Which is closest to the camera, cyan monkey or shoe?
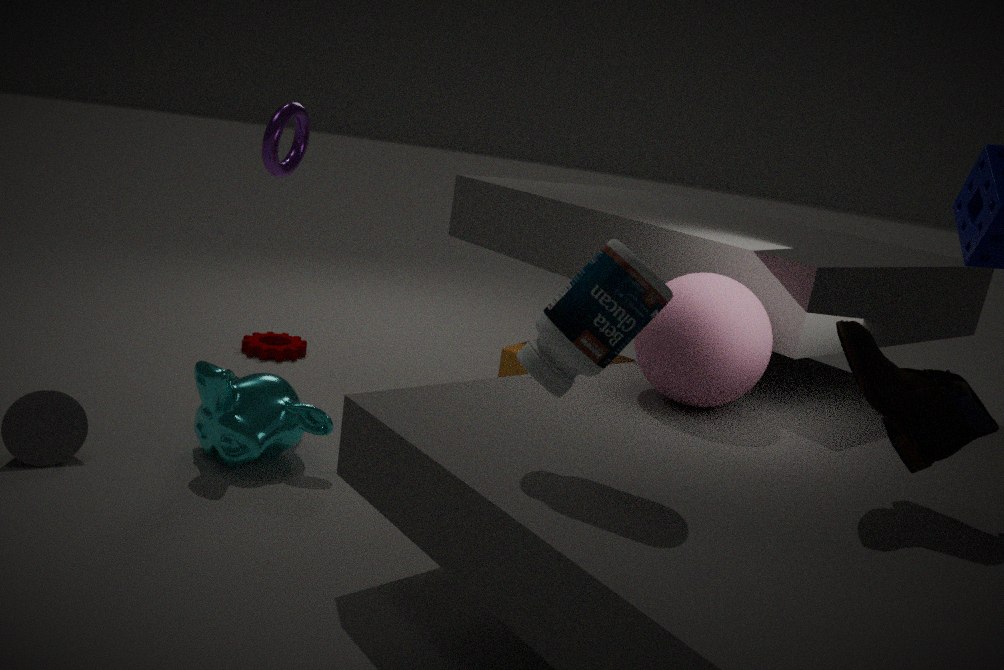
shoe
